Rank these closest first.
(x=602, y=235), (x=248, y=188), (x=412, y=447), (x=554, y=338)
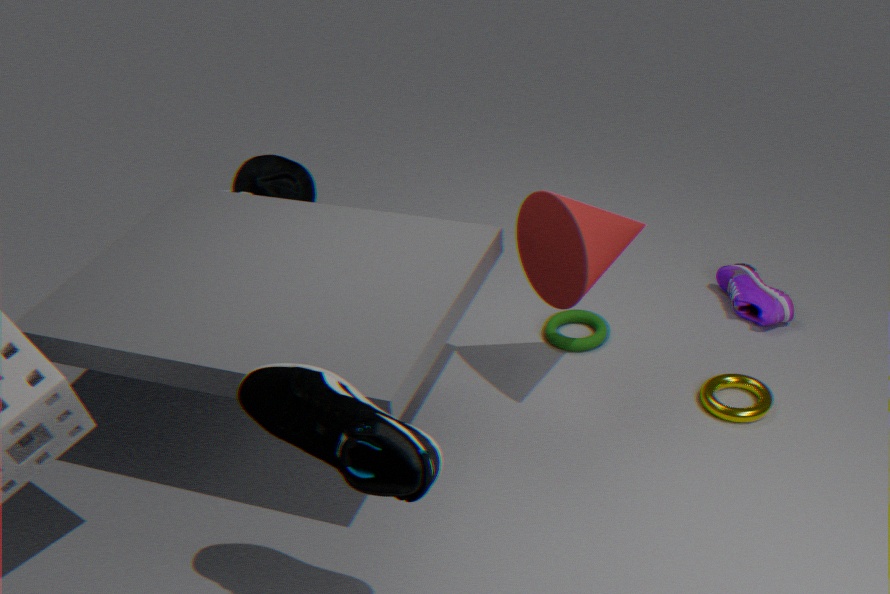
(x=412, y=447)
(x=602, y=235)
(x=554, y=338)
(x=248, y=188)
